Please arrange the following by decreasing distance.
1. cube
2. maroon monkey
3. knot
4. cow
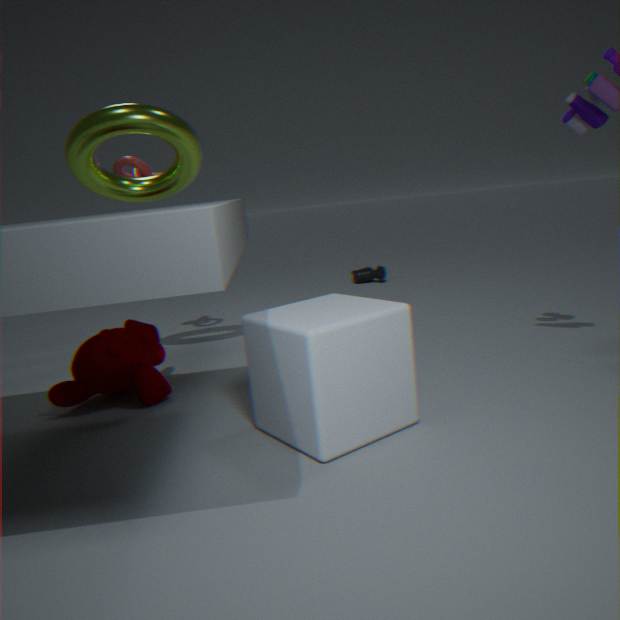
cow
knot
maroon monkey
cube
